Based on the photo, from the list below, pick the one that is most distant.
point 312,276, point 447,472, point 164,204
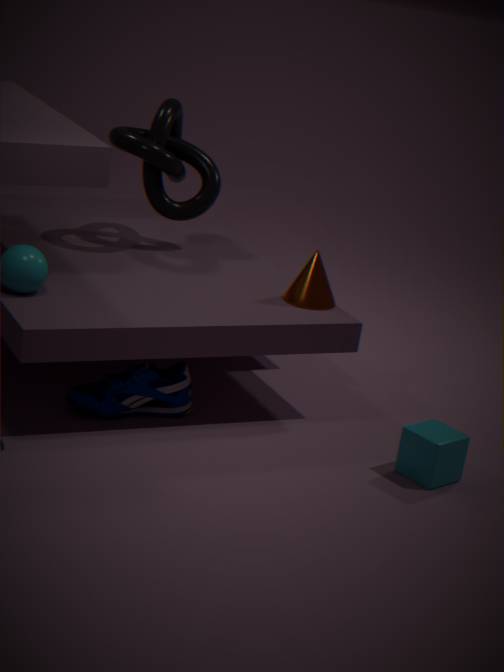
point 164,204
